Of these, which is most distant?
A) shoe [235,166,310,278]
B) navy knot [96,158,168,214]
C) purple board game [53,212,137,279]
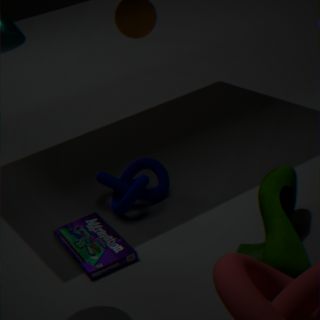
navy knot [96,158,168,214]
